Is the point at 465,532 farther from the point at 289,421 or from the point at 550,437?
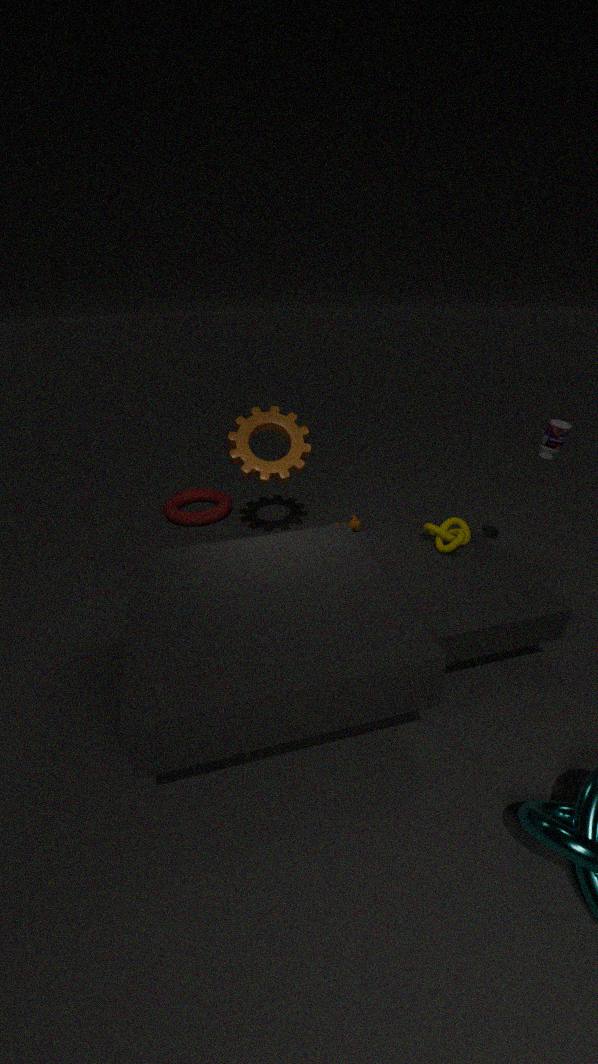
the point at 289,421
